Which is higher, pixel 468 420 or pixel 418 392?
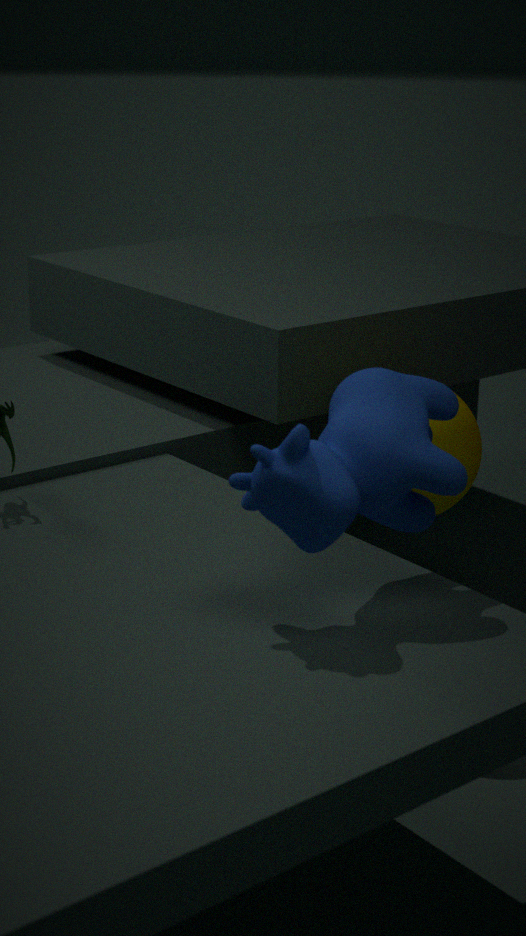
pixel 418 392
